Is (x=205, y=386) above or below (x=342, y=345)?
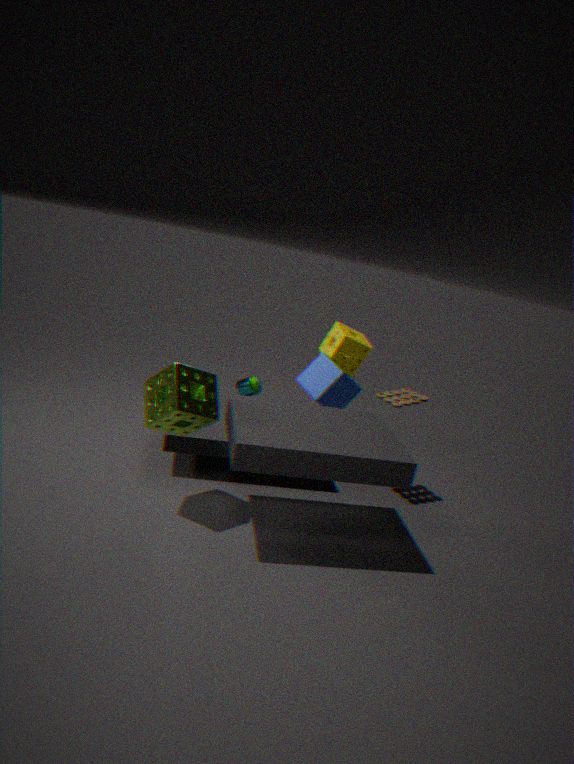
below
